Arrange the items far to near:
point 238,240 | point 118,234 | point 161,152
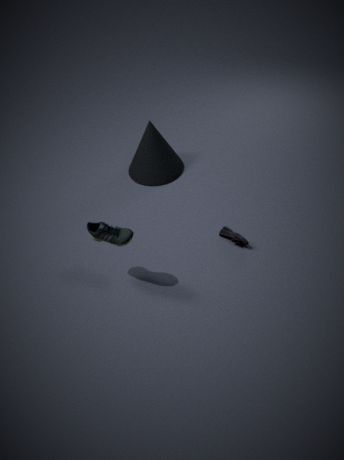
1. point 161,152
2. point 238,240
3. point 118,234
